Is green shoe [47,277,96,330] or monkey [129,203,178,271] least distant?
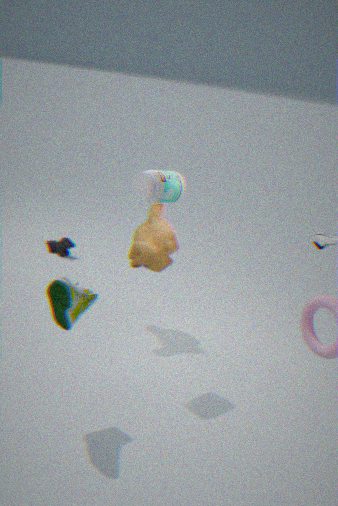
green shoe [47,277,96,330]
